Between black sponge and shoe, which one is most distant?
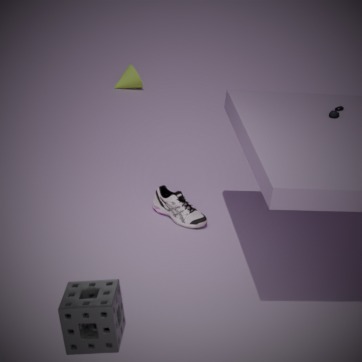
shoe
